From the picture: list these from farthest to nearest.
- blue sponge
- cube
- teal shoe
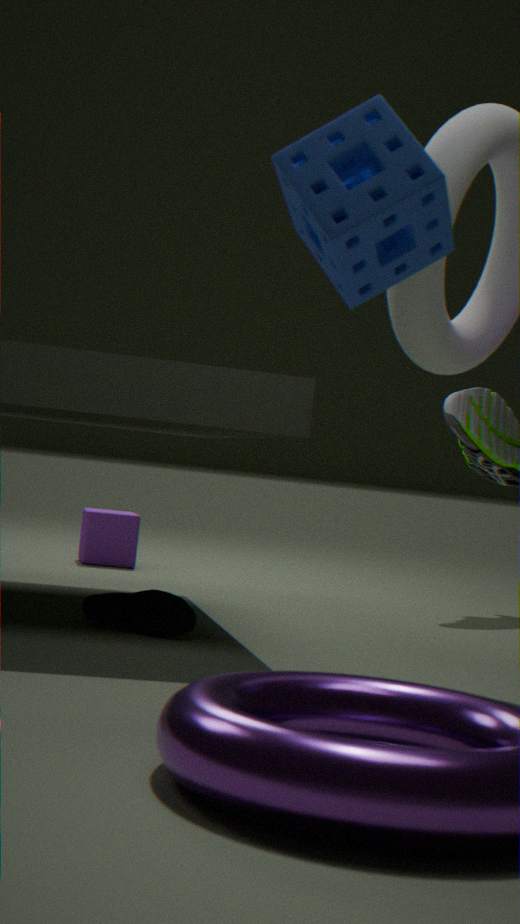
cube < teal shoe < blue sponge
